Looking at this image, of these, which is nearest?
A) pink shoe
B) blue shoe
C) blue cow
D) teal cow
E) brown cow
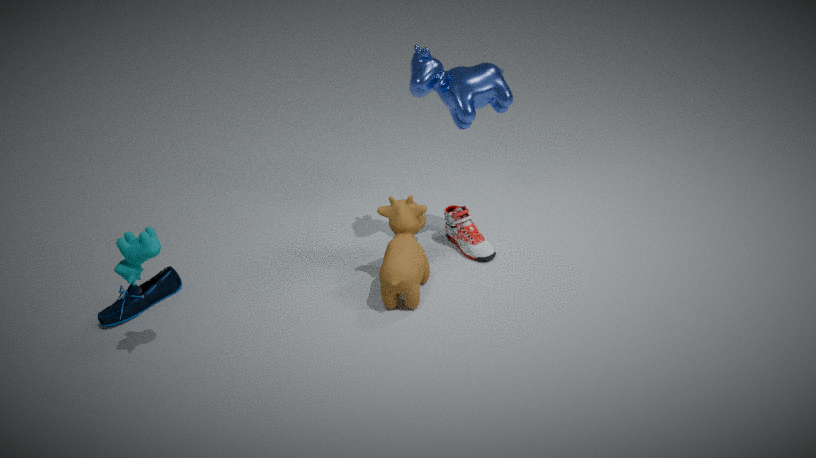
teal cow
